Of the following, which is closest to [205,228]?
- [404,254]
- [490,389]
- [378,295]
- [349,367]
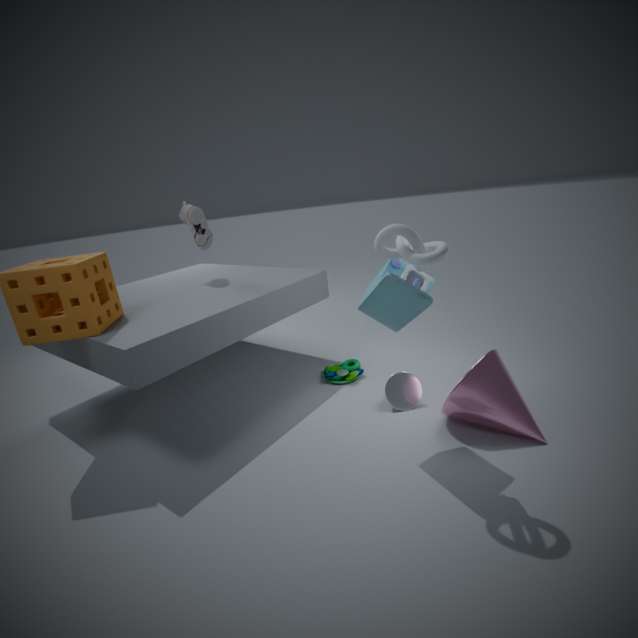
[349,367]
